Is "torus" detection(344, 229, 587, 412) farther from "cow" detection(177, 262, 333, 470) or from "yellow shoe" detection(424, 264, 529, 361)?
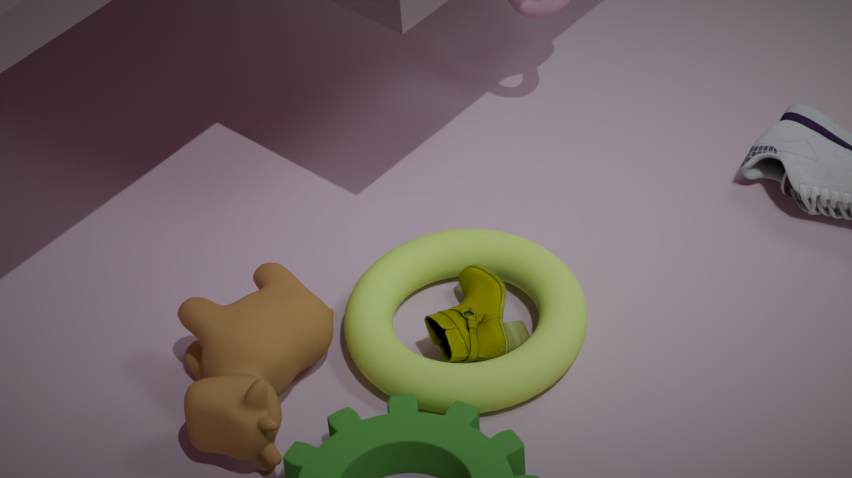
"cow" detection(177, 262, 333, 470)
